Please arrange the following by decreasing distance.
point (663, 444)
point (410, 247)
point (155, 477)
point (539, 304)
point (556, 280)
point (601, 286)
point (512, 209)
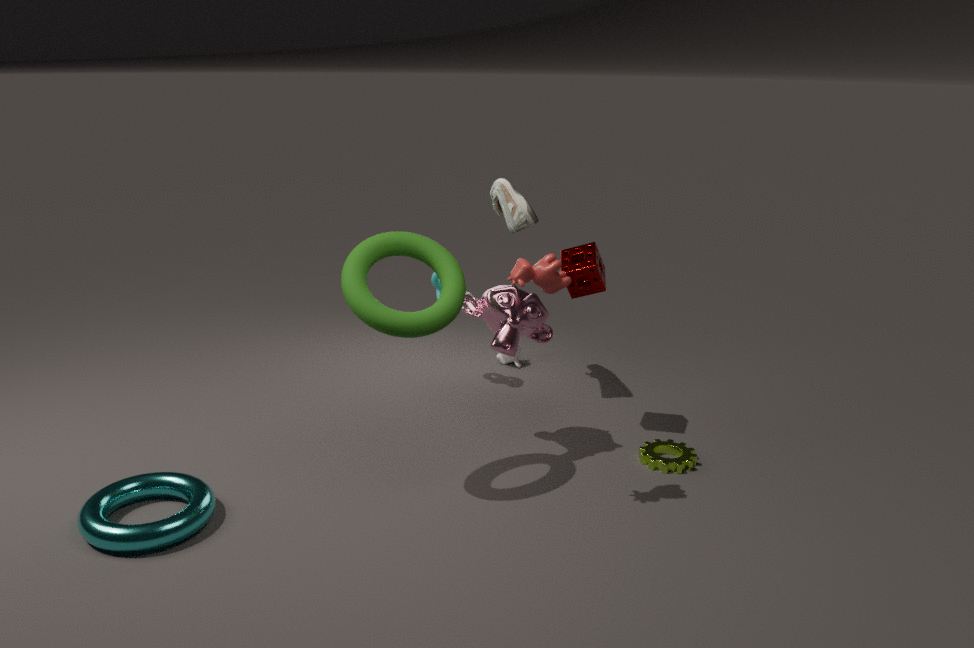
Answer: point (512, 209)
point (601, 286)
point (663, 444)
point (539, 304)
point (410, 247)
point (155, 477)
point (556, 280)
